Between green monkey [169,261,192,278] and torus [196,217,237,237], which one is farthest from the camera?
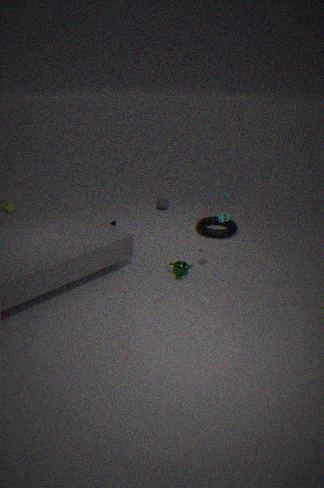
torus [196,217,237,237]
